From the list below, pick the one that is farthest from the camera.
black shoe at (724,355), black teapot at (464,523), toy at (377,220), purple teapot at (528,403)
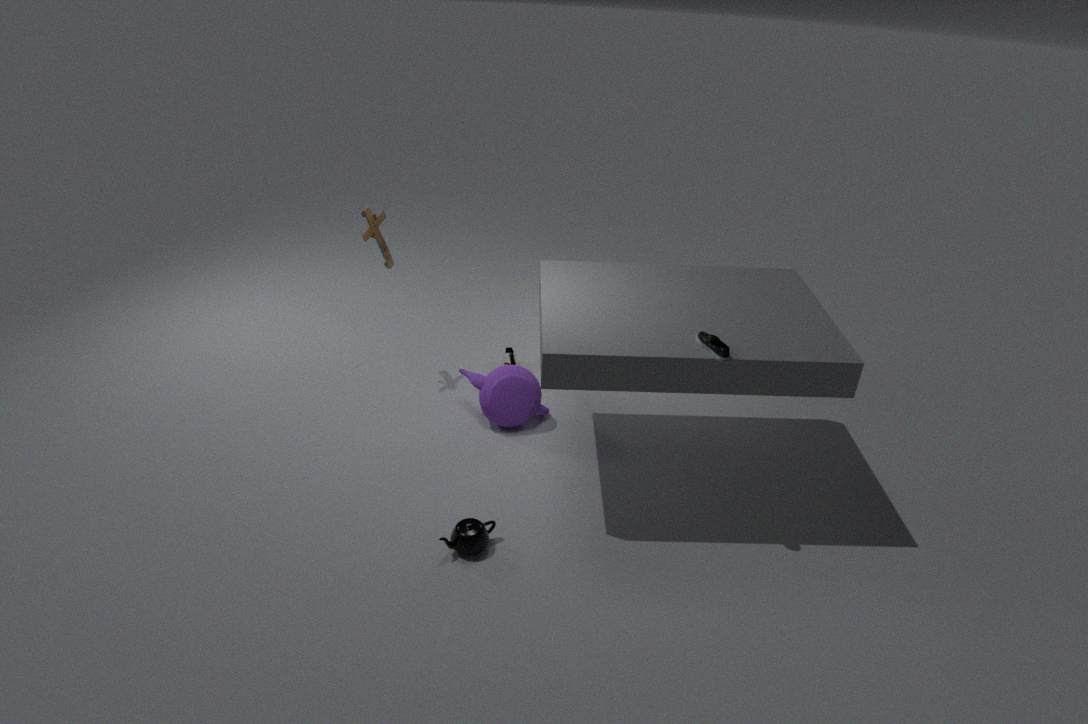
toy at (377,220)
